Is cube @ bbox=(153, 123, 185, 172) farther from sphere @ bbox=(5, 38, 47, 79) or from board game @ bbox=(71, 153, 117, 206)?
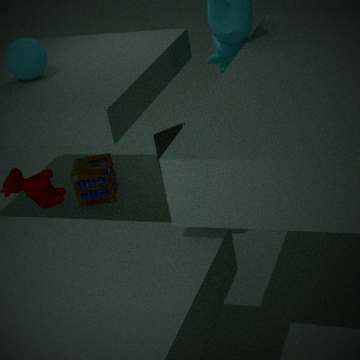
board game @ bbox=(71, 153, 117, 206)
